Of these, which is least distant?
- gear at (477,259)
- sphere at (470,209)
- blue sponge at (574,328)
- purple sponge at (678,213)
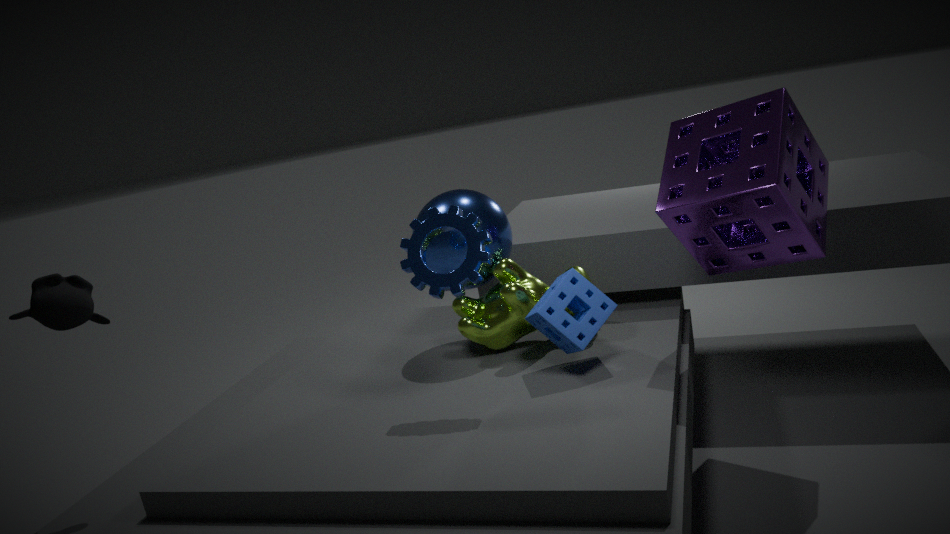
purple sponge at (678,213)
